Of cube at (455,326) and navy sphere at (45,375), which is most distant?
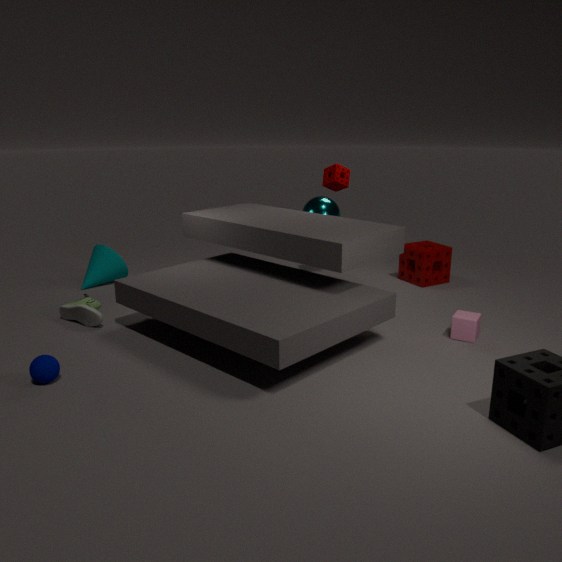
cube at (455,326)
